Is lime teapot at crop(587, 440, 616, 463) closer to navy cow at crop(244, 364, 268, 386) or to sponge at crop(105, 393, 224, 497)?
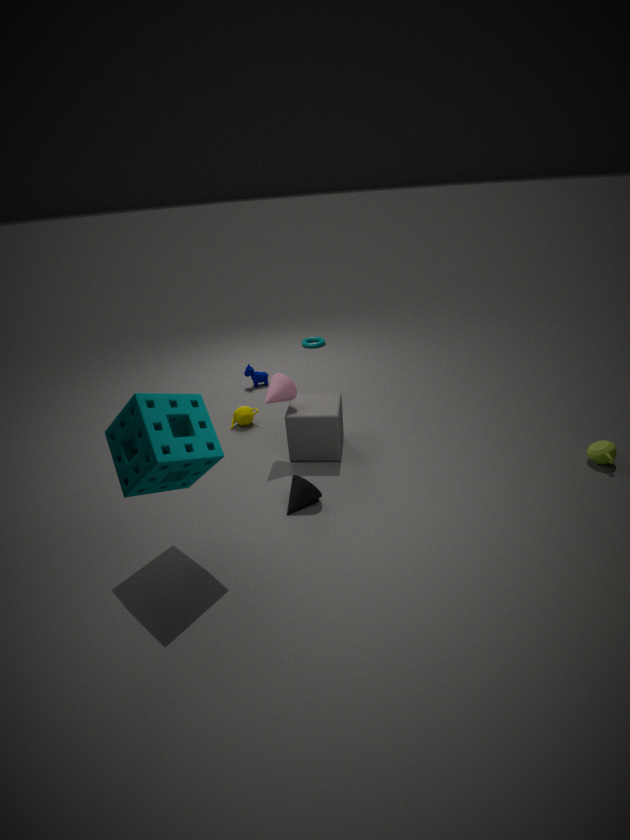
sponge at crop(105, 393, 224, 497)
